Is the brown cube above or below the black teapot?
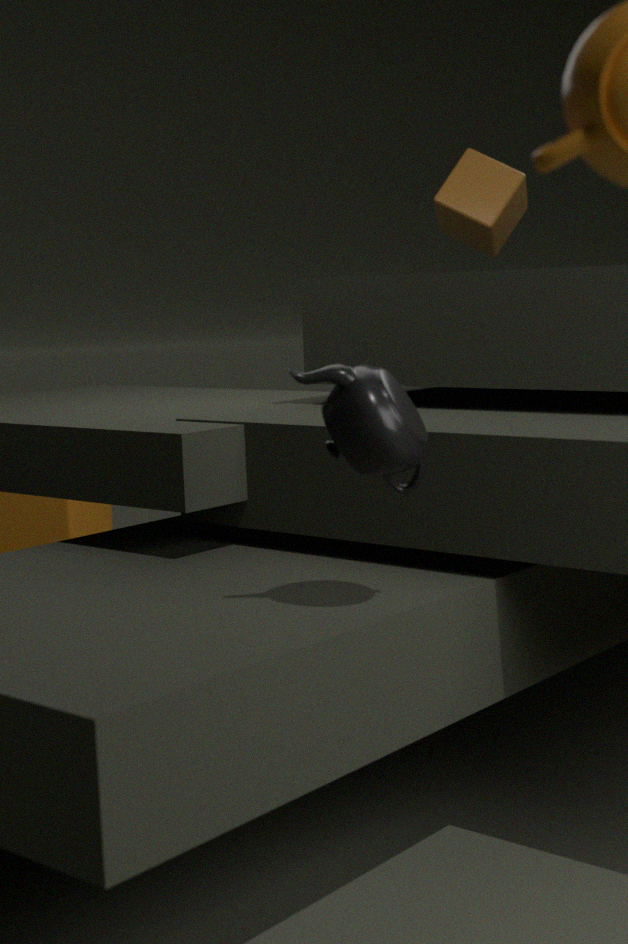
above
